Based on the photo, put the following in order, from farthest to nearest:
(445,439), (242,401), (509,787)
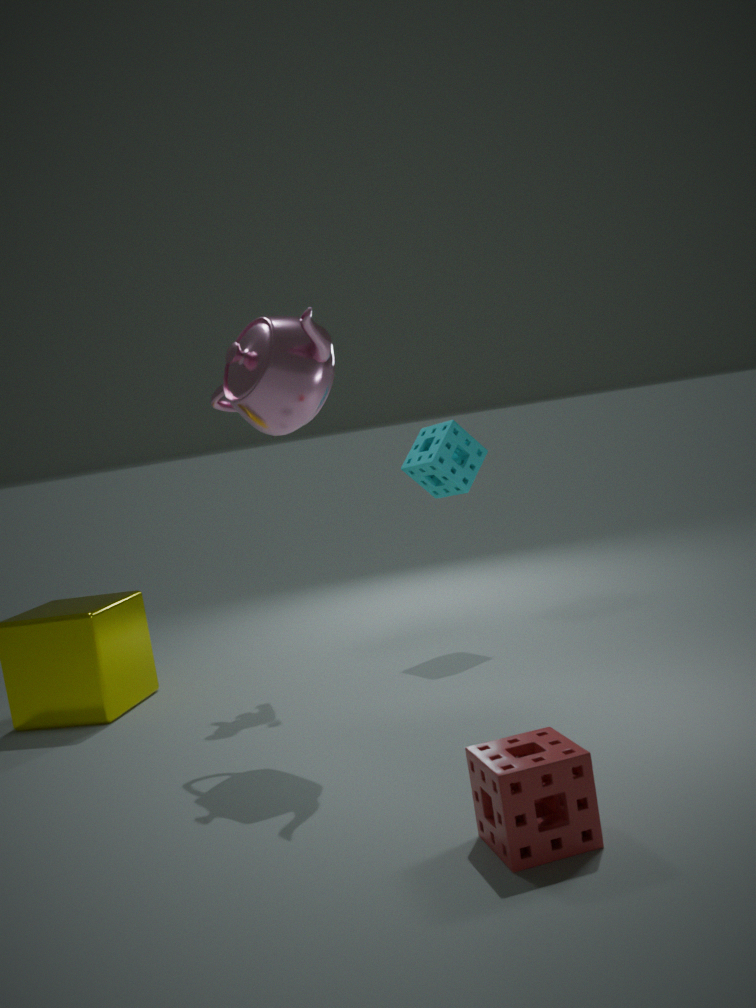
(445,439)
(242,401)
(509,787)
